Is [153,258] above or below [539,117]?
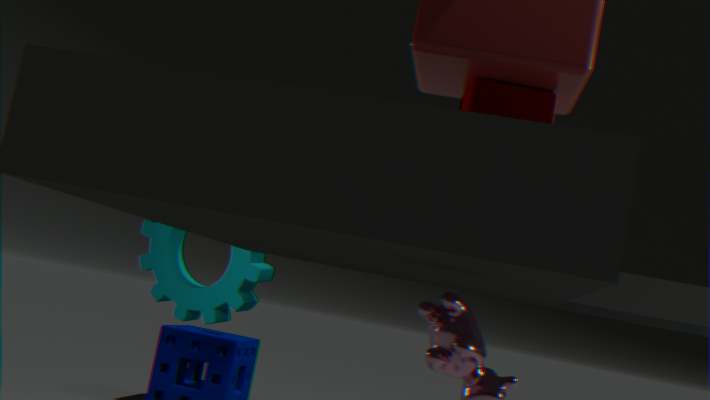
below
